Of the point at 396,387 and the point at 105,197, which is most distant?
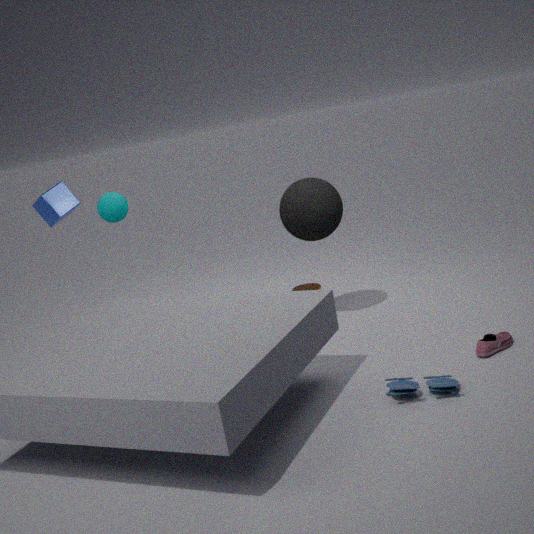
the point at 105,197
